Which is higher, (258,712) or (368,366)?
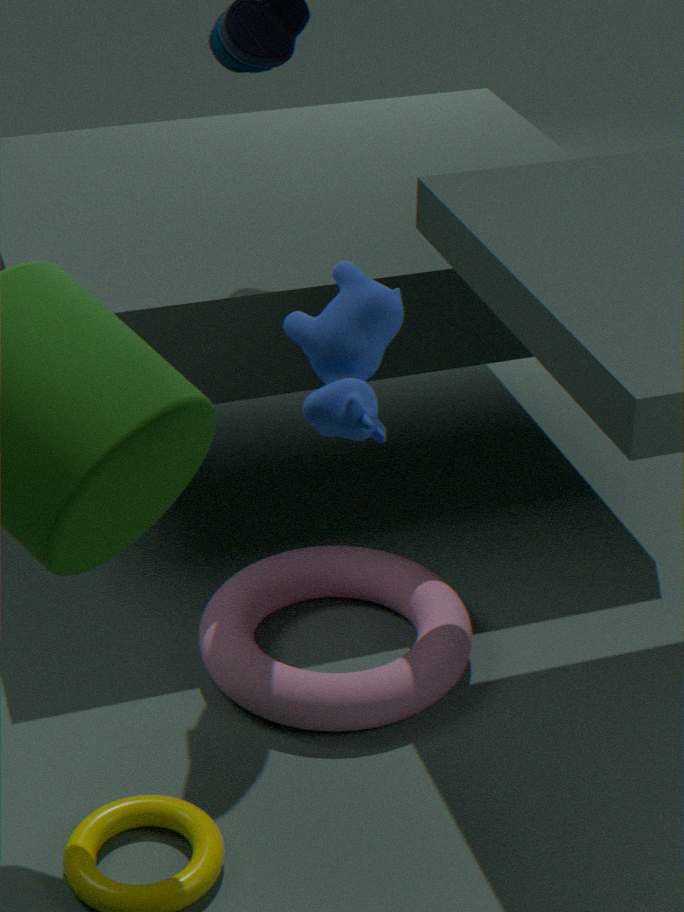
(368,366)
